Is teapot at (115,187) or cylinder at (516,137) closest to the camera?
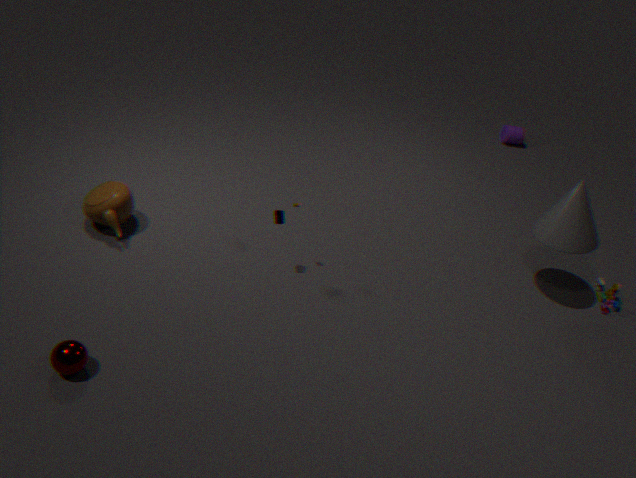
teapot at (115,187)
